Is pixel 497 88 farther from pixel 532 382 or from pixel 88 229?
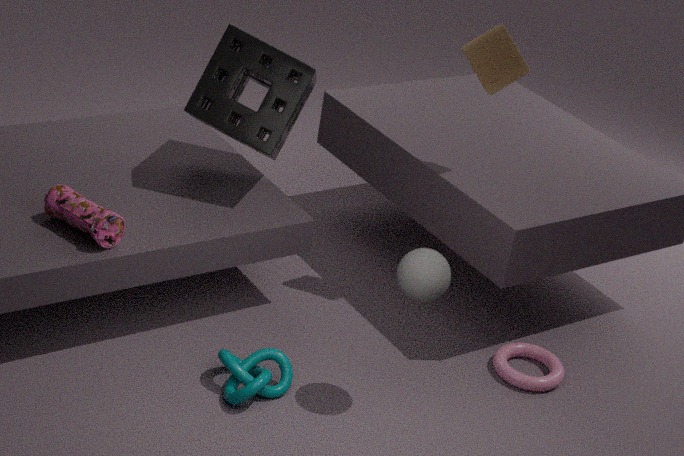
pixel 88 229
